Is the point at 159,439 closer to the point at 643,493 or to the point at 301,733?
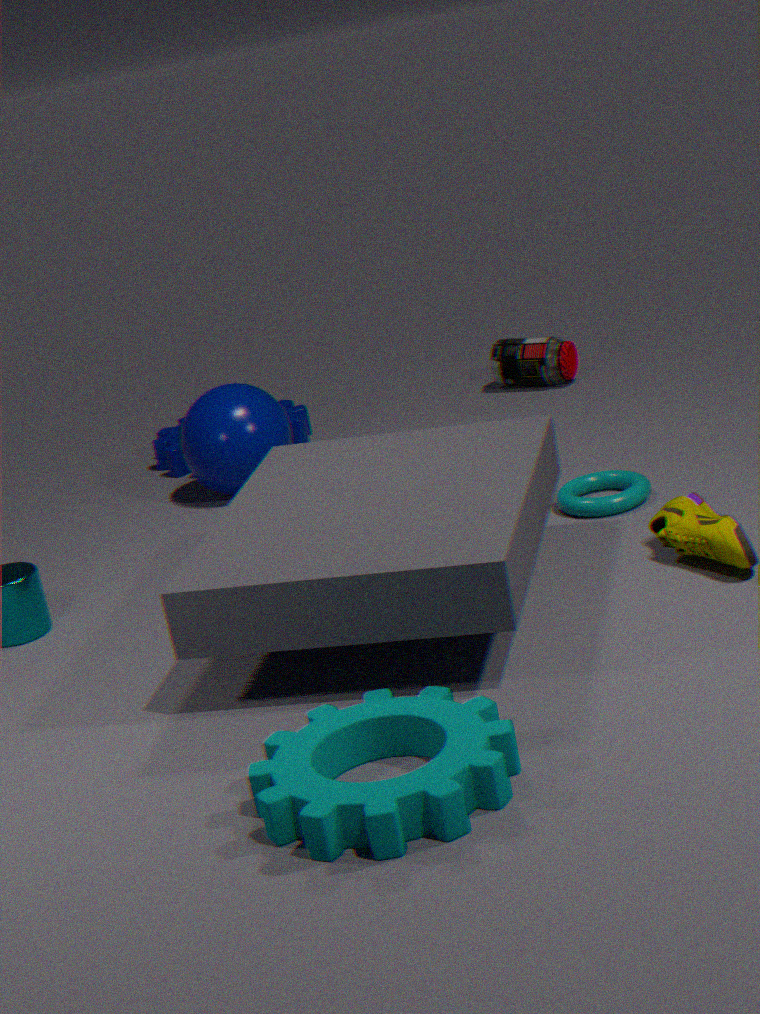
the point at 643,493
